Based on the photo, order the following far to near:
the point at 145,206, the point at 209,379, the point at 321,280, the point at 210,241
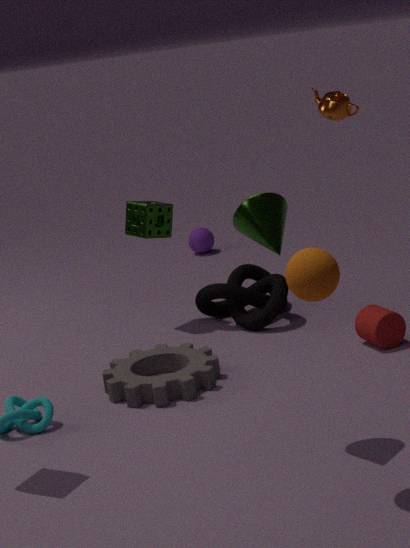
the point at 210,241, the point at 145,206, the point at 209,379, the point at 321,280
